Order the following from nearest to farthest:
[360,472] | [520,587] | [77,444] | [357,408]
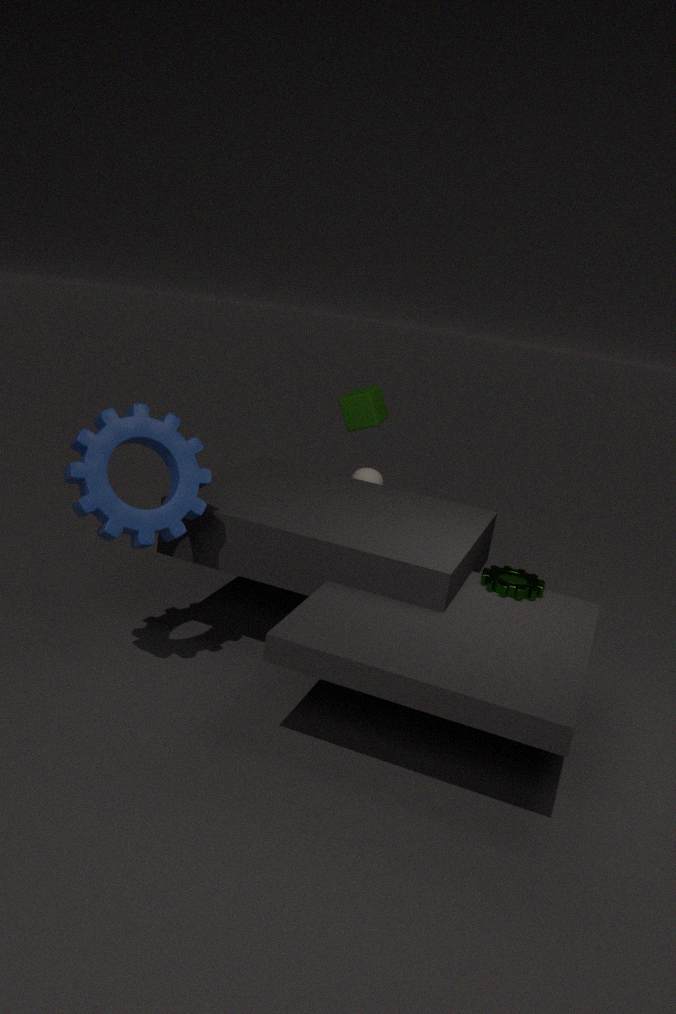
[77,444] < [520,587] < [357,408] < [360,472]
